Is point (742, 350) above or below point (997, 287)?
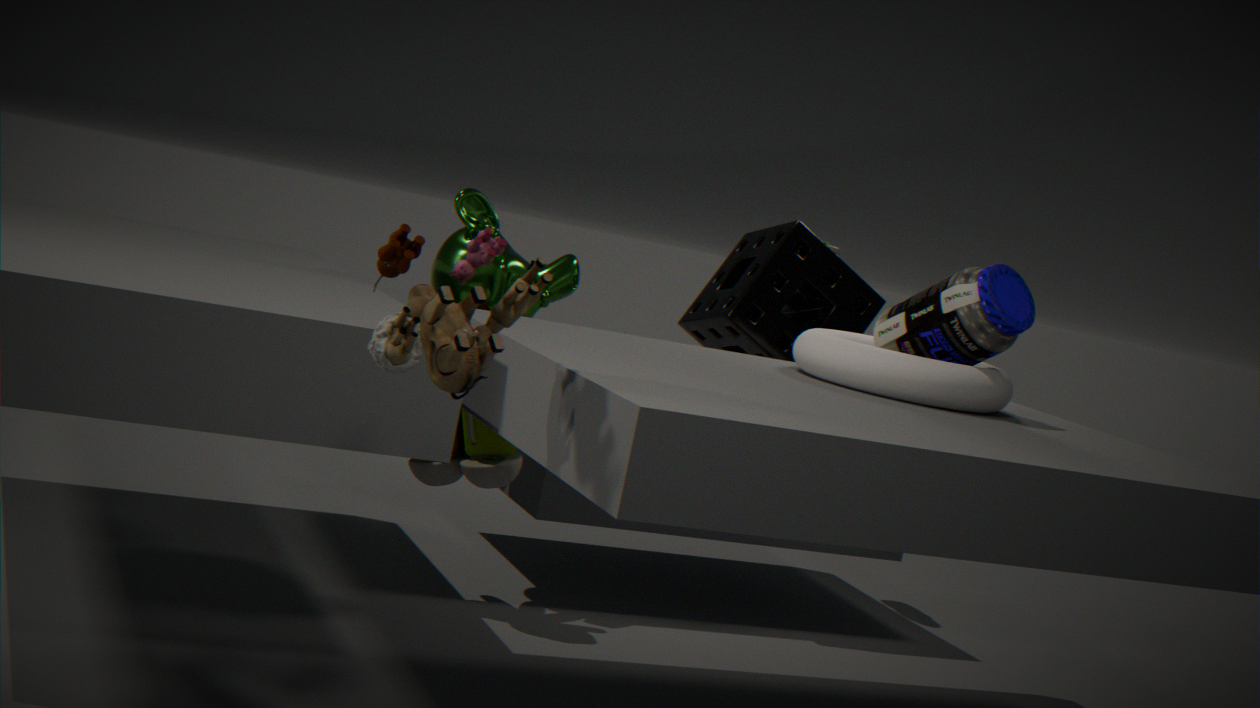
below
